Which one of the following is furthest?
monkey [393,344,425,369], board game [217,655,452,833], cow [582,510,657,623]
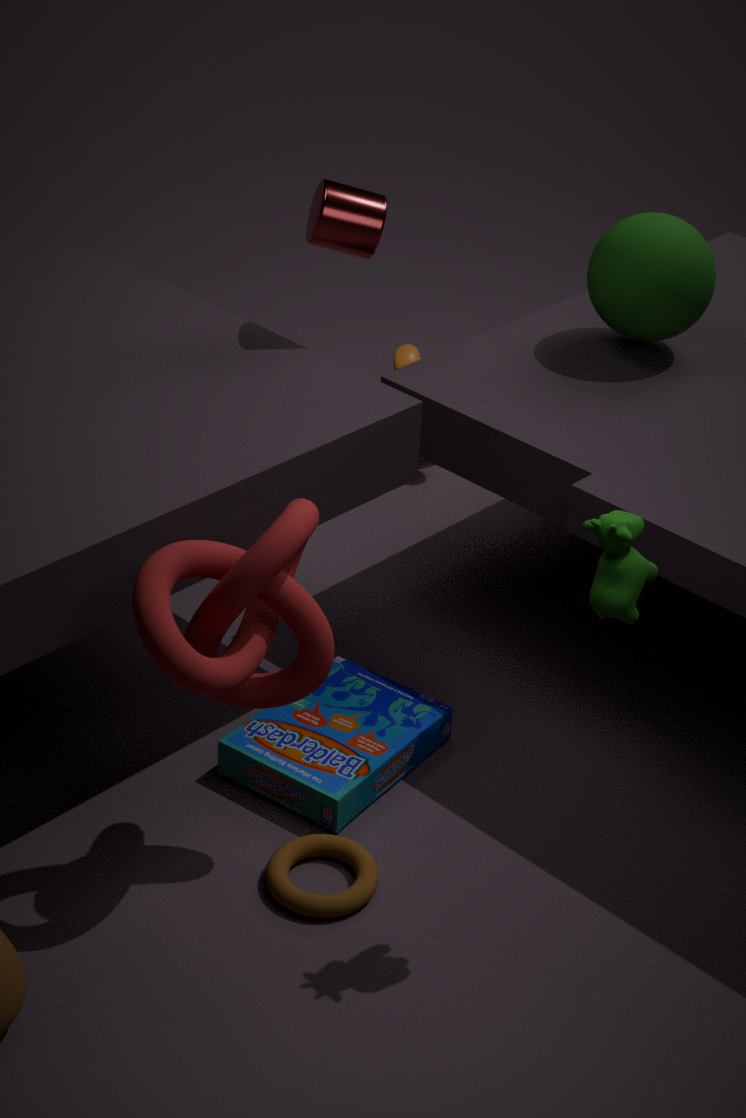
monkey [393,344,425,369]
